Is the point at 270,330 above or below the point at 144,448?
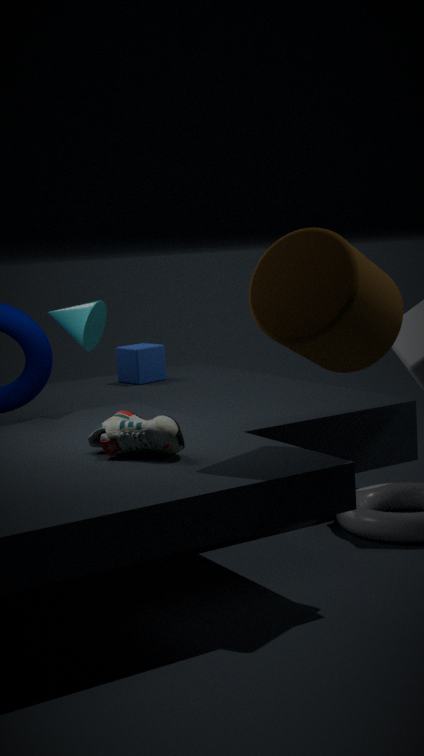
above
